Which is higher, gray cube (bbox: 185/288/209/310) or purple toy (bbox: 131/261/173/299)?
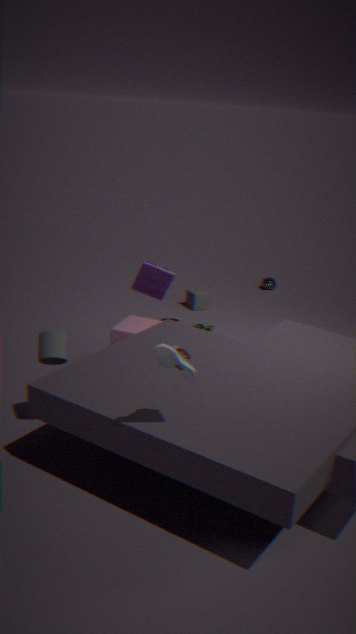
purple toy (bbox: 131/261/173/299)
